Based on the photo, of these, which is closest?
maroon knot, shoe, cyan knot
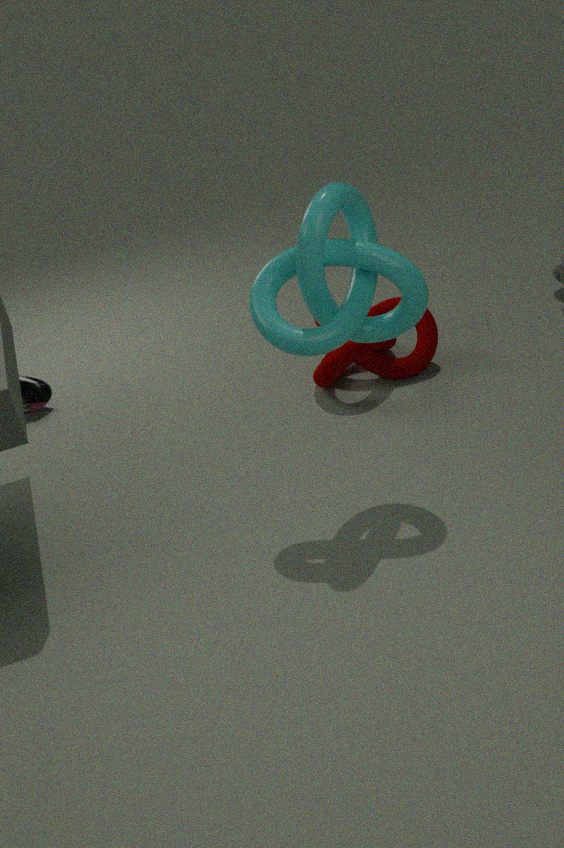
cyan knot
